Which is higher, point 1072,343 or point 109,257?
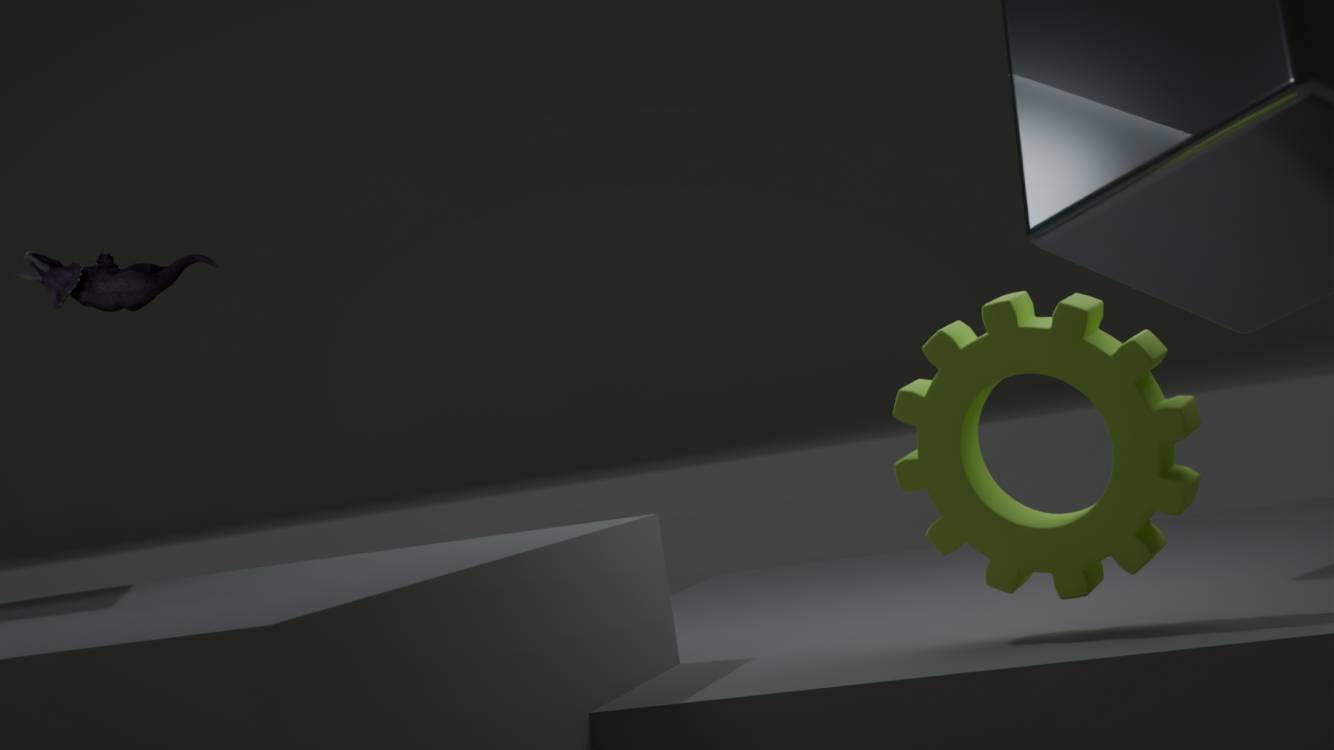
point 109,257
